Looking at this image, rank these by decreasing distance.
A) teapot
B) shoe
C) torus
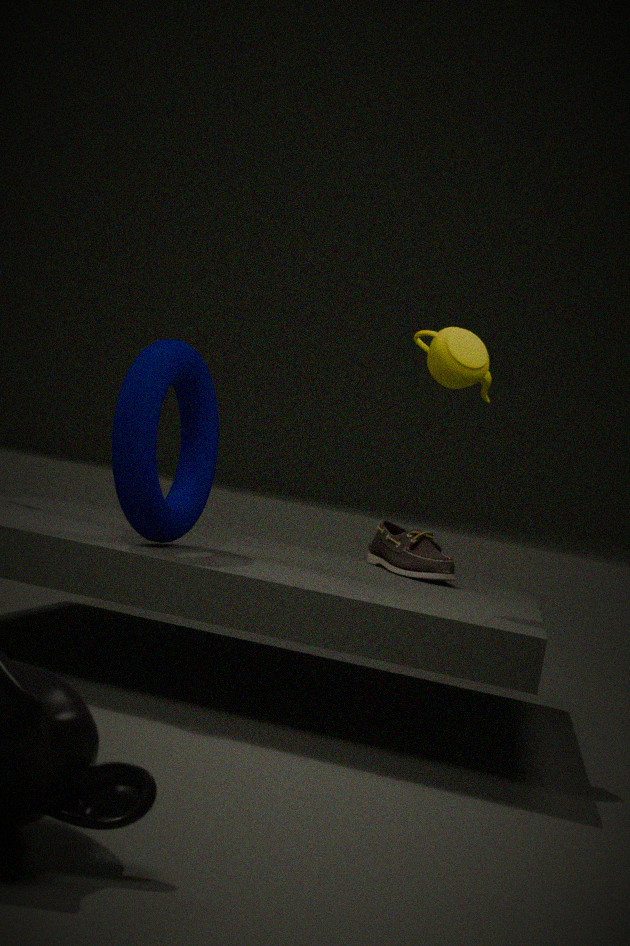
shoe
teapot
torus
